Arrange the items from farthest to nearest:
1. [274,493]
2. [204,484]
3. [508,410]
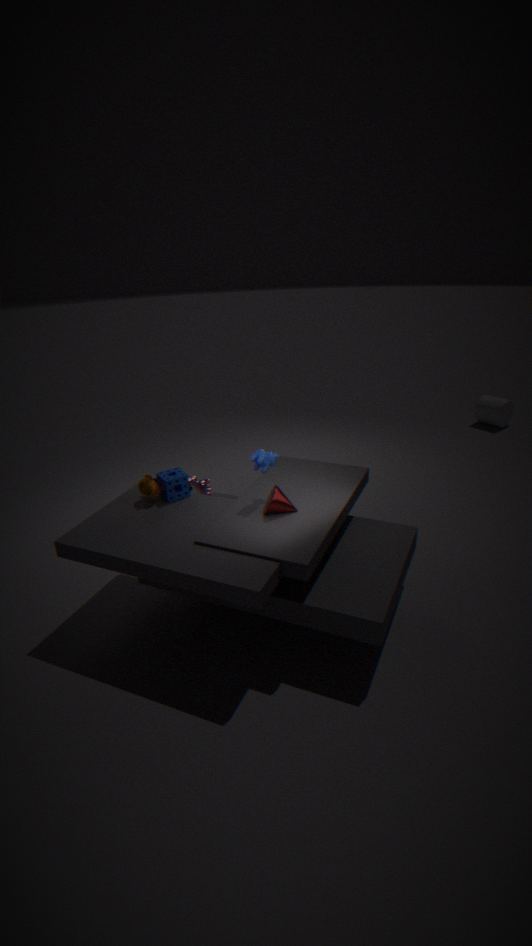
[508,410]
[204,484]
[274,493]
